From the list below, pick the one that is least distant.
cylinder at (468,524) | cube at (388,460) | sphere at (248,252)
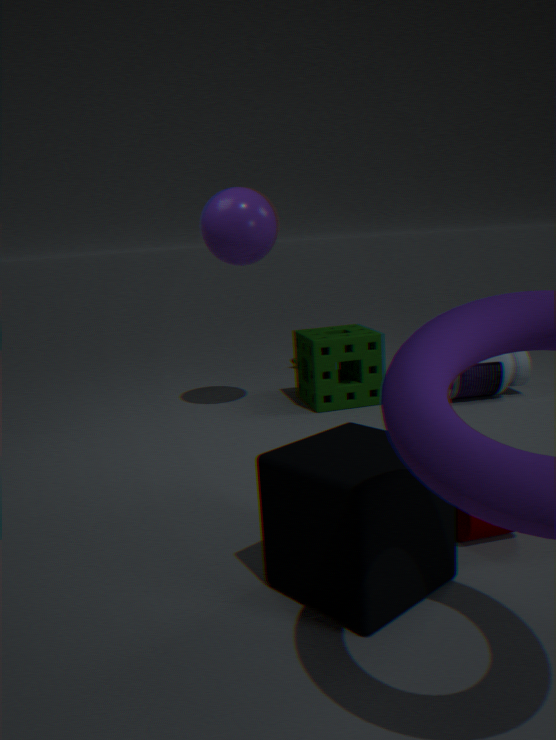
cube at (388,460)
